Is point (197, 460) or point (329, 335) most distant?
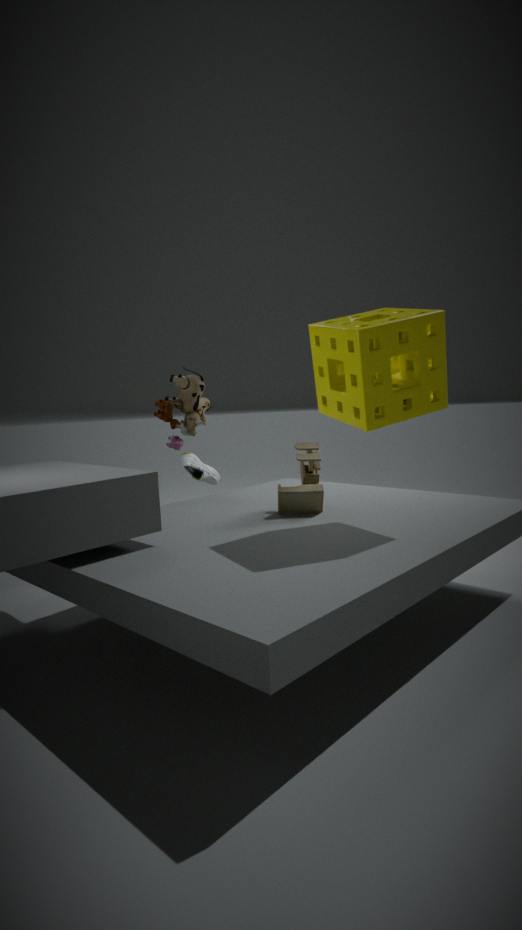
point (197, 460)
